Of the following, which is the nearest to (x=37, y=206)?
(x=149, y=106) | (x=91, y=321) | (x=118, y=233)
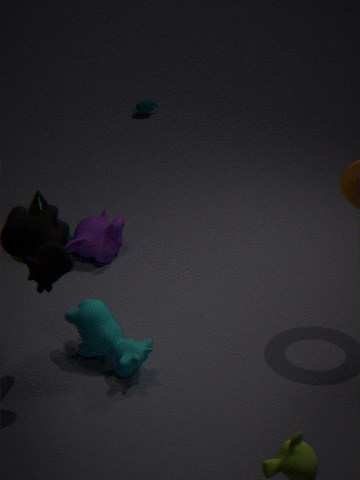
(x=118, y=233)
